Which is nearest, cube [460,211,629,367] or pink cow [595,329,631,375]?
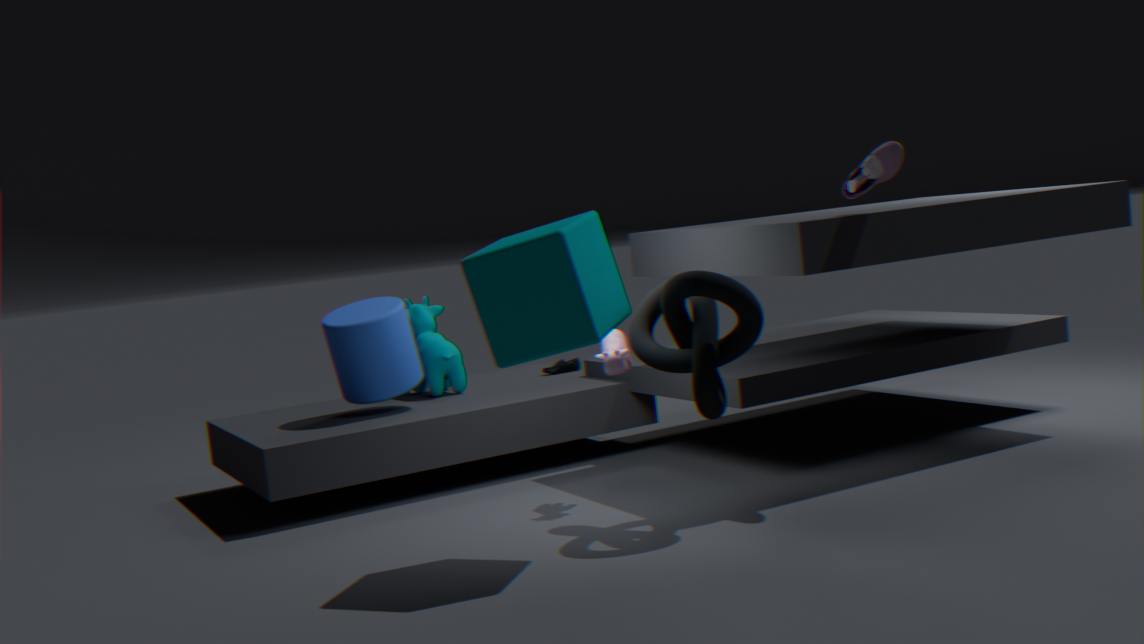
cube [460,211,629,367]
